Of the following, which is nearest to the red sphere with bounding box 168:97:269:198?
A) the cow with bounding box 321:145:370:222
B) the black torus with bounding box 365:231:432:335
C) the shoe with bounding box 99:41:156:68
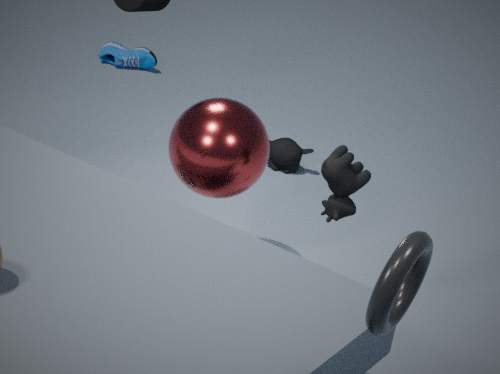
the cow with bounding box 321:145:370:222
